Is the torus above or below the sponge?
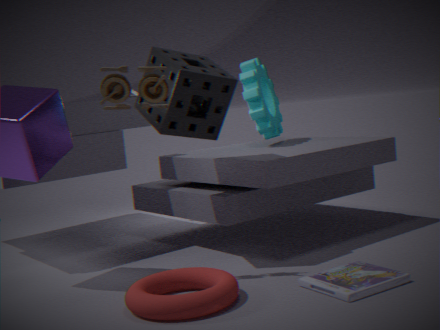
below
